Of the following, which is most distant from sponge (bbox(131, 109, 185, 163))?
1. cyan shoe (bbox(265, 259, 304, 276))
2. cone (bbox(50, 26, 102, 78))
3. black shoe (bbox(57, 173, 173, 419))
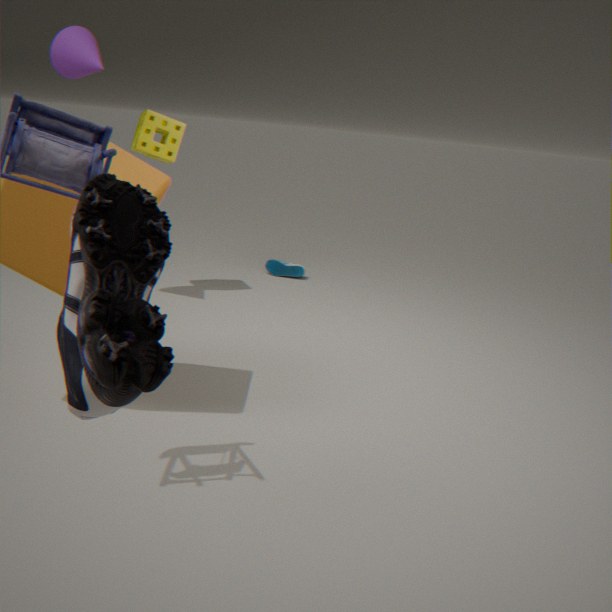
black shoe (bbox(57, 173, 173, 419))
